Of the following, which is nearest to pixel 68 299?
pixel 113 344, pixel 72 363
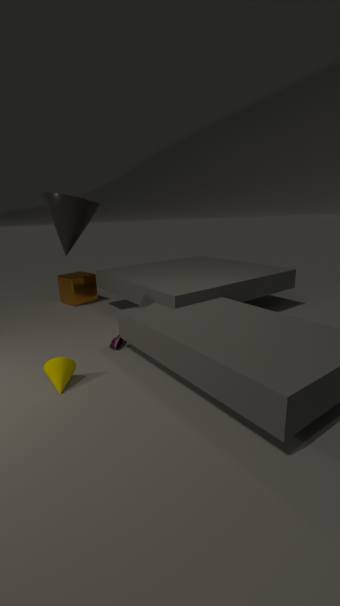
pixel 113 344
